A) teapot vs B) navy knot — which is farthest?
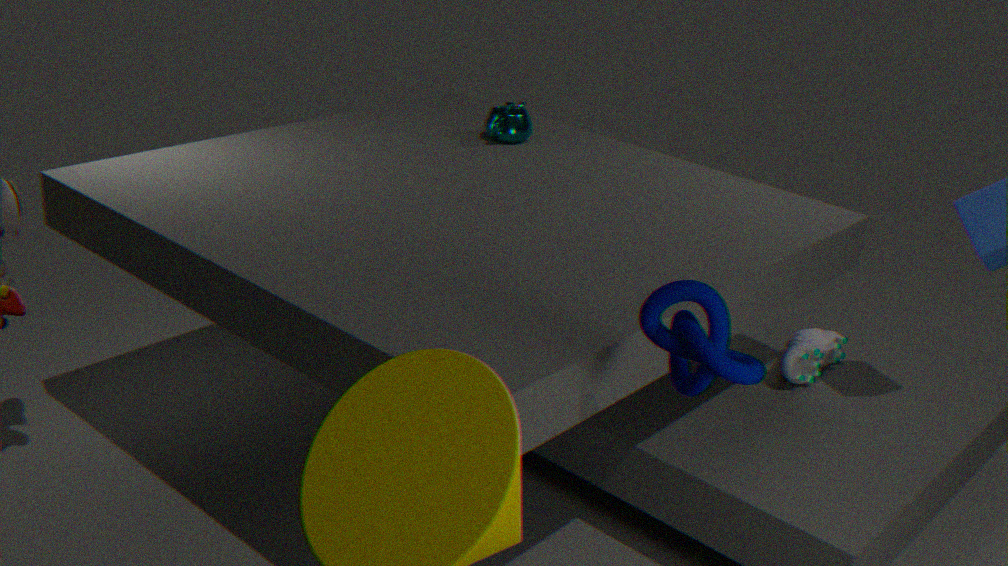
A. teapot
